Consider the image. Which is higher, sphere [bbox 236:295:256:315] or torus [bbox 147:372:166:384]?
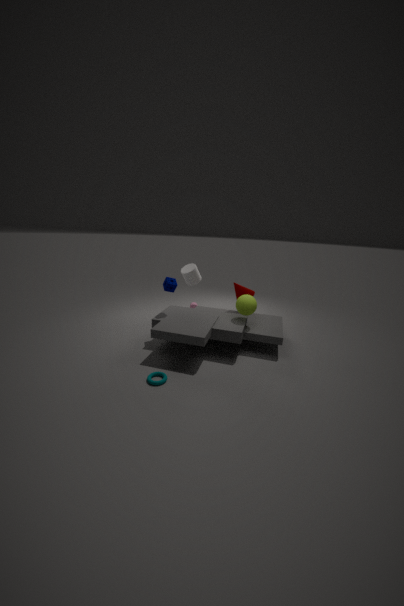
sphere [bbox 236:295:256:315]
